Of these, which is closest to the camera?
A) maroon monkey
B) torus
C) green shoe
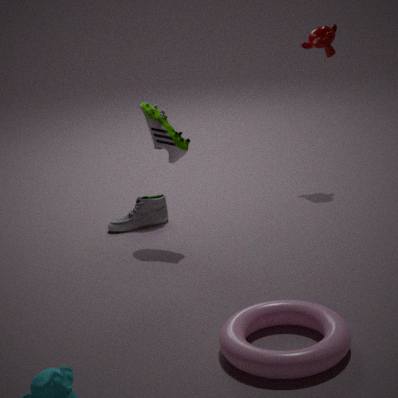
torus
